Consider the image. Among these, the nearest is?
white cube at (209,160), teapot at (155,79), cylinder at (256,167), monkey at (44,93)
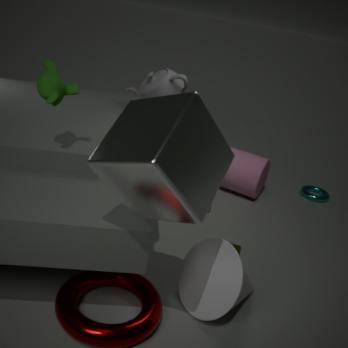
white cube at (209,160)
